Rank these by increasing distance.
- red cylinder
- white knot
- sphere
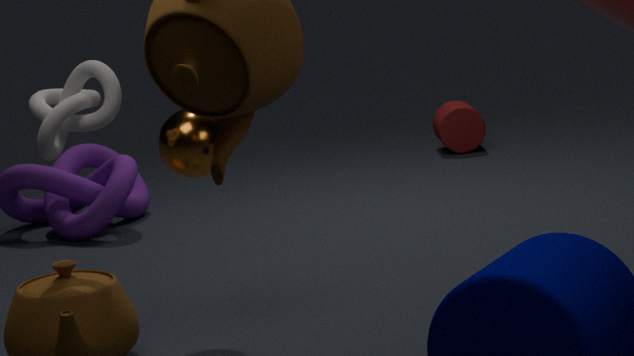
white knot < sphere < red cylinder
